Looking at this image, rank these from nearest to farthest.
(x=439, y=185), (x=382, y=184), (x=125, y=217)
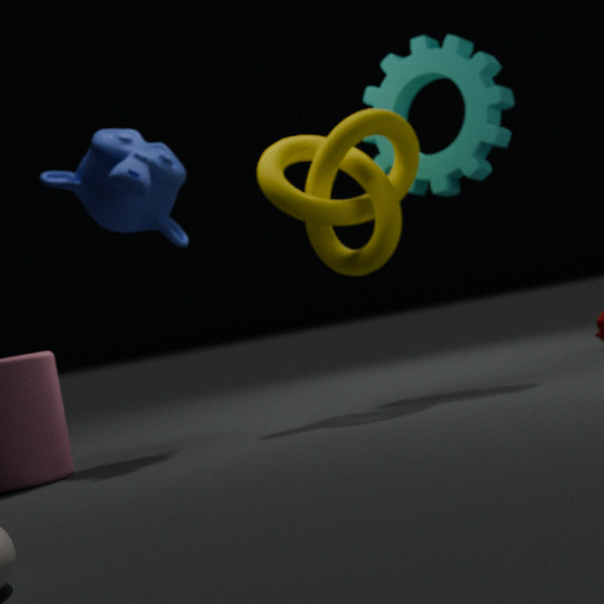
(x=125, y=217), (x=382, y=184), (x=439, y=185)
